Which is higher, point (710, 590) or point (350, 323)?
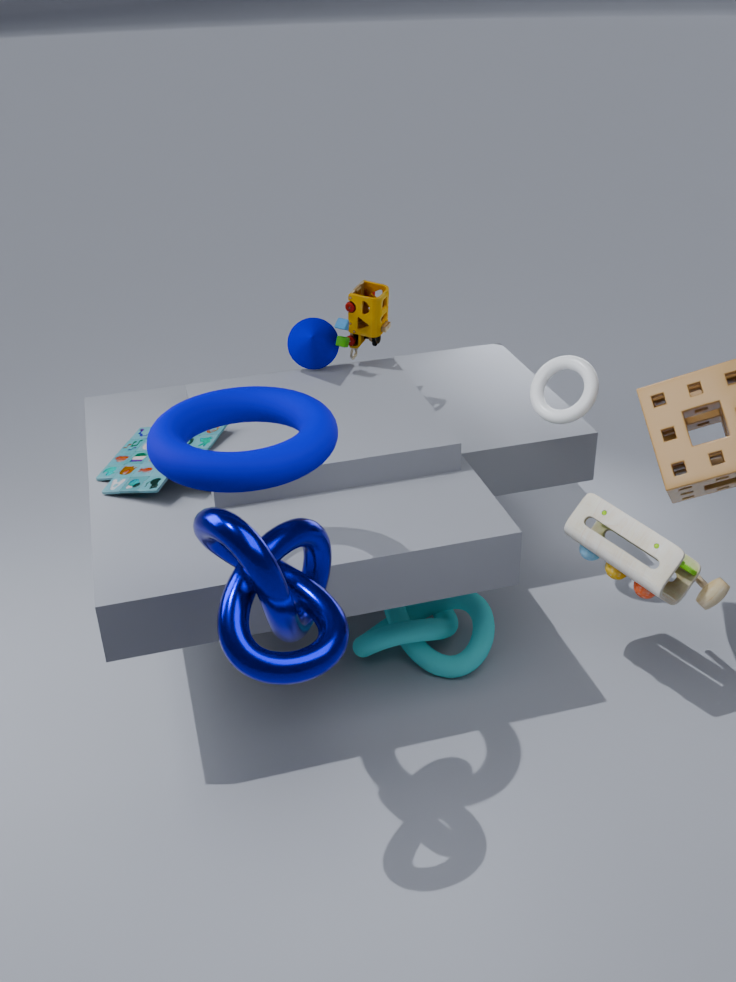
point (350, 323)
